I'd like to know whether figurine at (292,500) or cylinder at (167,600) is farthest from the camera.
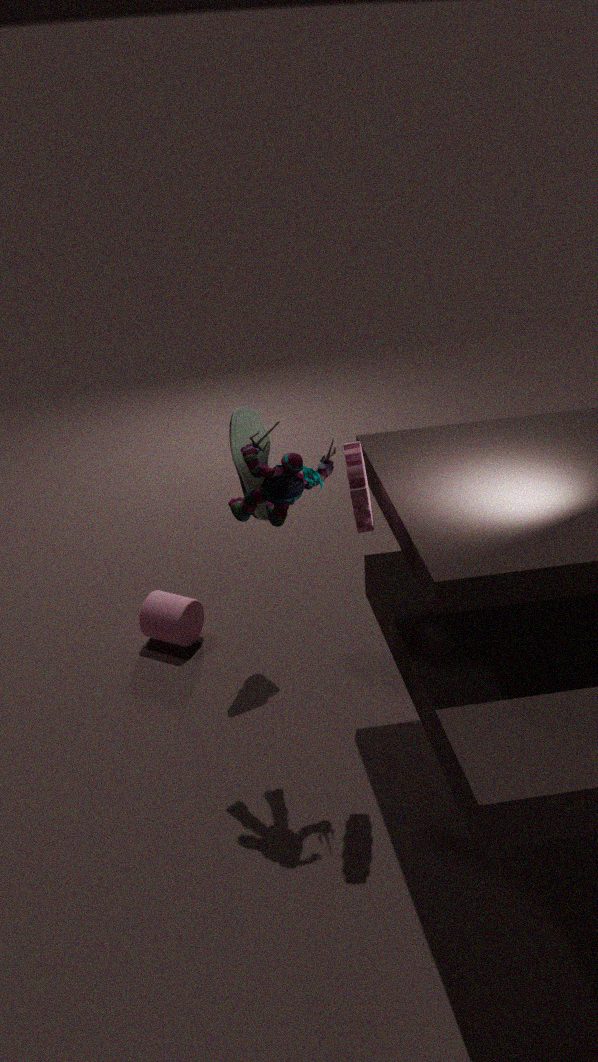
cylinder at (167,600)
